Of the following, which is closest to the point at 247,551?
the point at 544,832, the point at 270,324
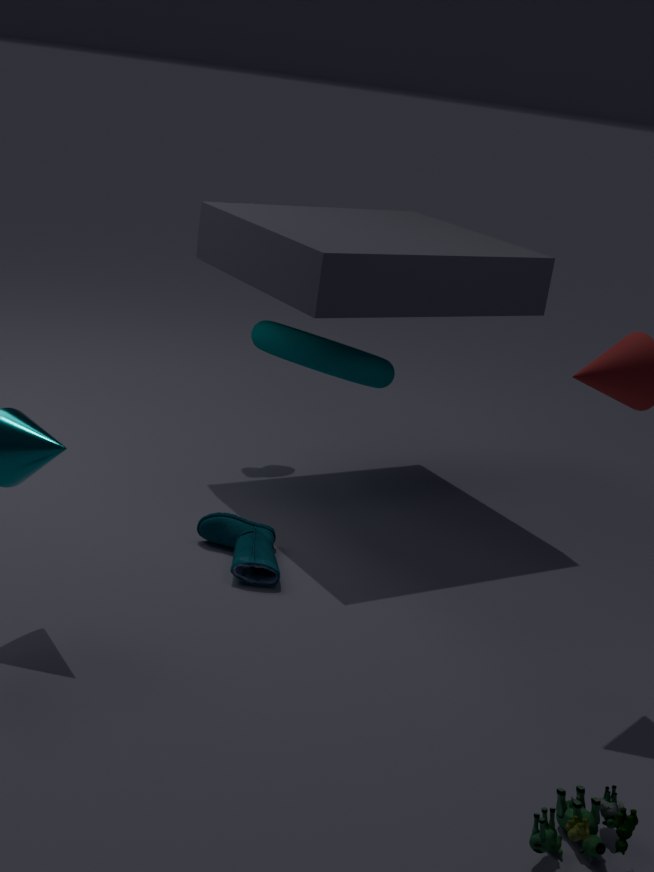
the point at 270,324
